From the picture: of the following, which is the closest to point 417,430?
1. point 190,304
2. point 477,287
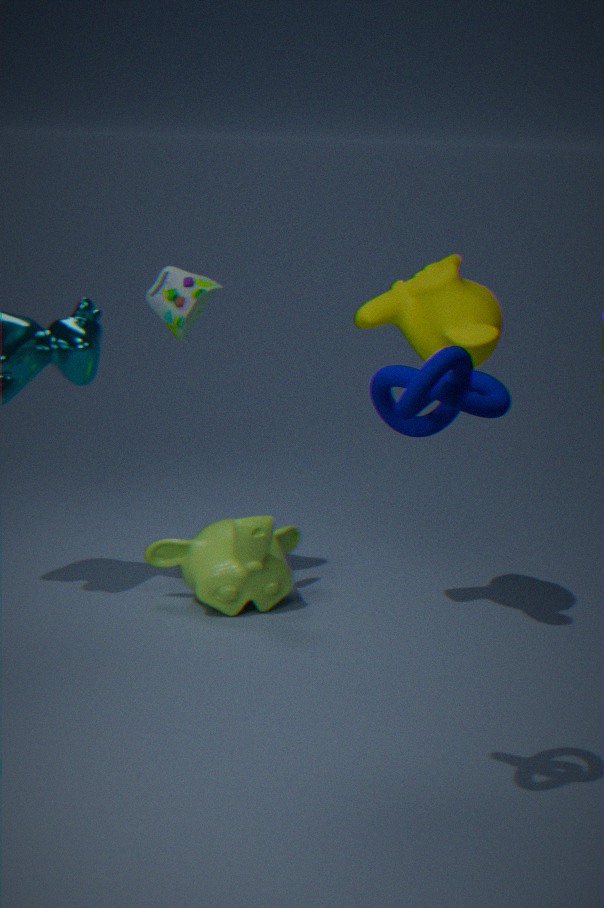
point 477,287
